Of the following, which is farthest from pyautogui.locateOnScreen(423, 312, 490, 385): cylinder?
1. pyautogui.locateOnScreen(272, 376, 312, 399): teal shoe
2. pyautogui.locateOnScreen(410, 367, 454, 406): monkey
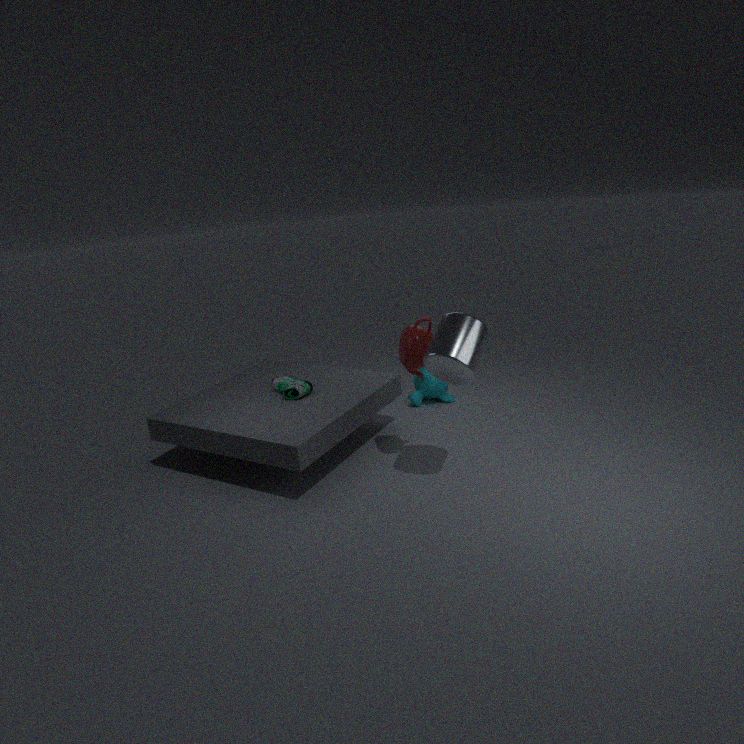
pyautogui.locateOnScreen(410, 367, 454, 406): monkey
